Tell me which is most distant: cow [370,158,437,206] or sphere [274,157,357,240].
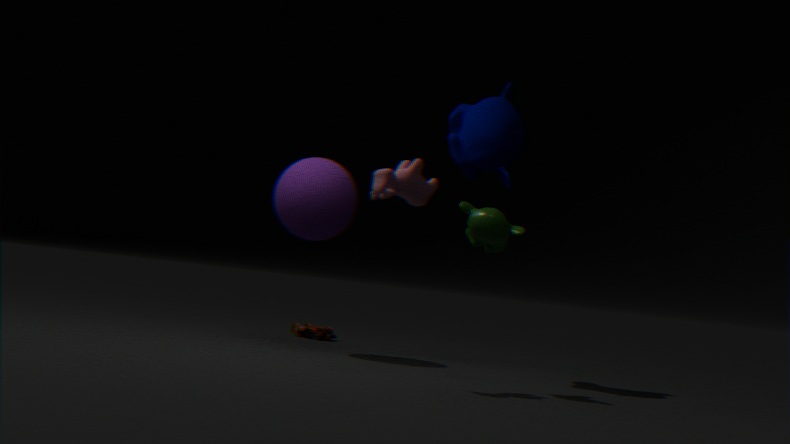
sphere [274,157,357,240]
